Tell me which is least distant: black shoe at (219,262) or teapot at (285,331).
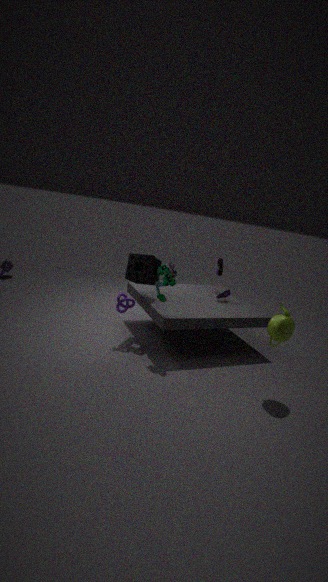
teapot at (285,331)
